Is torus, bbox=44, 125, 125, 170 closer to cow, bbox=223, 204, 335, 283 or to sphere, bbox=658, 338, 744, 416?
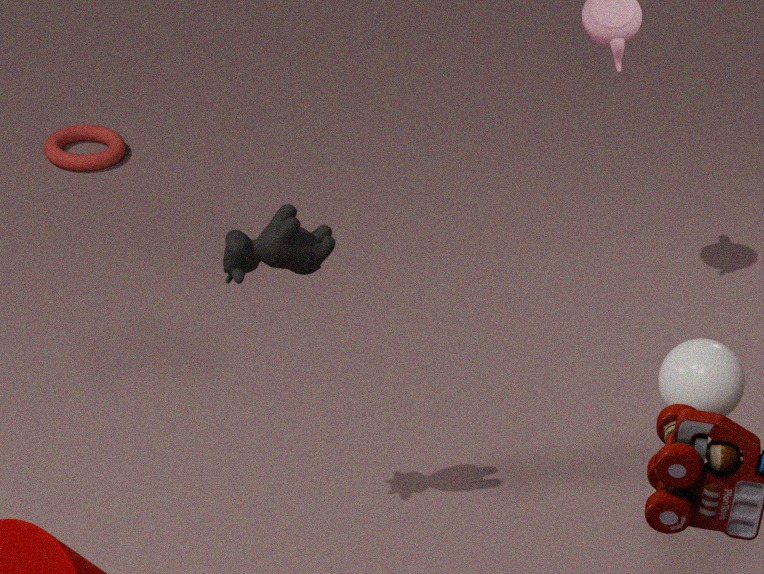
cow, bbox=223, 204, 335, 283
